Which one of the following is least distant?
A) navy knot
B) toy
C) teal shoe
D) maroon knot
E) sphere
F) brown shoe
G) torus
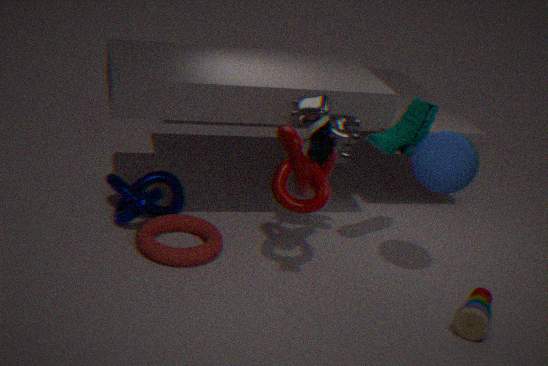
brown shoe
